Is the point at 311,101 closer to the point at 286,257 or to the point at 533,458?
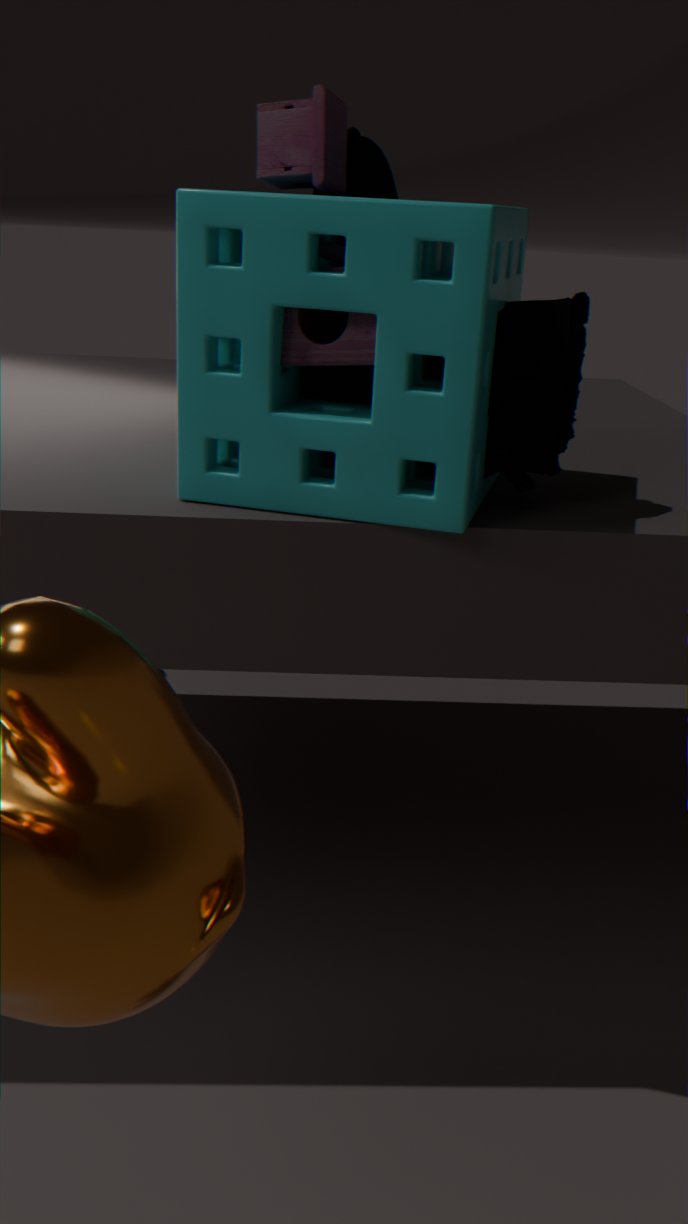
the point at 286,257
